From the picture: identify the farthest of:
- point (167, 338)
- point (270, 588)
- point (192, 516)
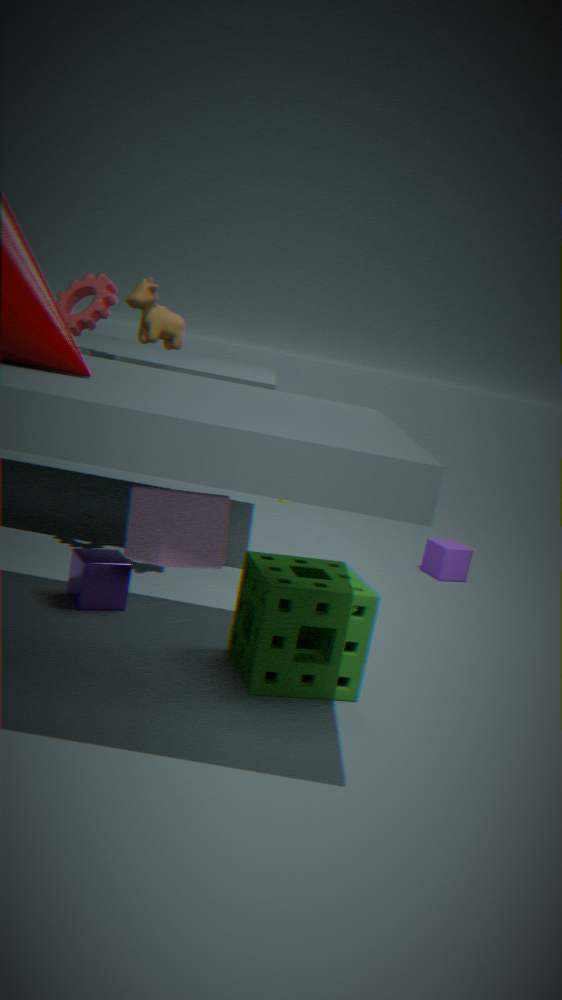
point (167, 338)
